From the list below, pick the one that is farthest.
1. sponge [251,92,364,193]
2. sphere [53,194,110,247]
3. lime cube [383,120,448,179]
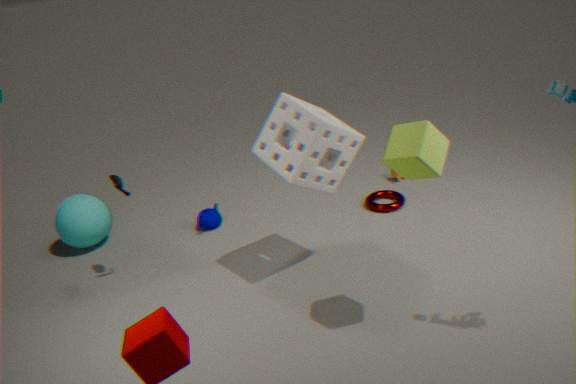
sphere [53,194,110,247]
